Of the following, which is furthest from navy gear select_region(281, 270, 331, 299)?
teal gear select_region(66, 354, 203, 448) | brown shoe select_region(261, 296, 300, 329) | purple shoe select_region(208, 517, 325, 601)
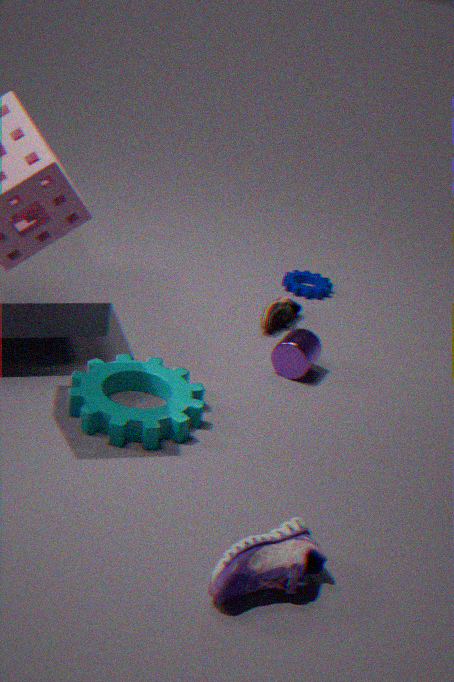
purple shoe select_region(208, 517, 325, 601)
